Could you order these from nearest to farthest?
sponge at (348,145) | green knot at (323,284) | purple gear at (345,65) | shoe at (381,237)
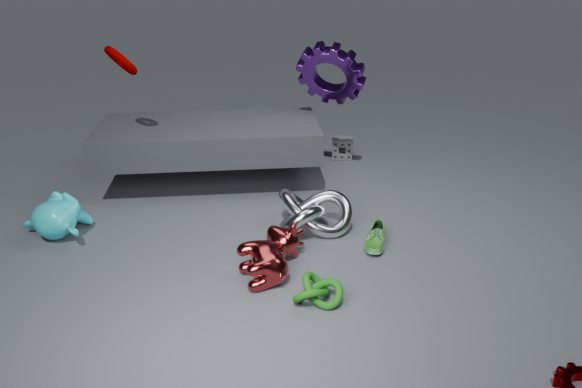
green knot at (323,284) < shoe at (381,237) < purple gear at (345,65) < sponge at (348,145)
